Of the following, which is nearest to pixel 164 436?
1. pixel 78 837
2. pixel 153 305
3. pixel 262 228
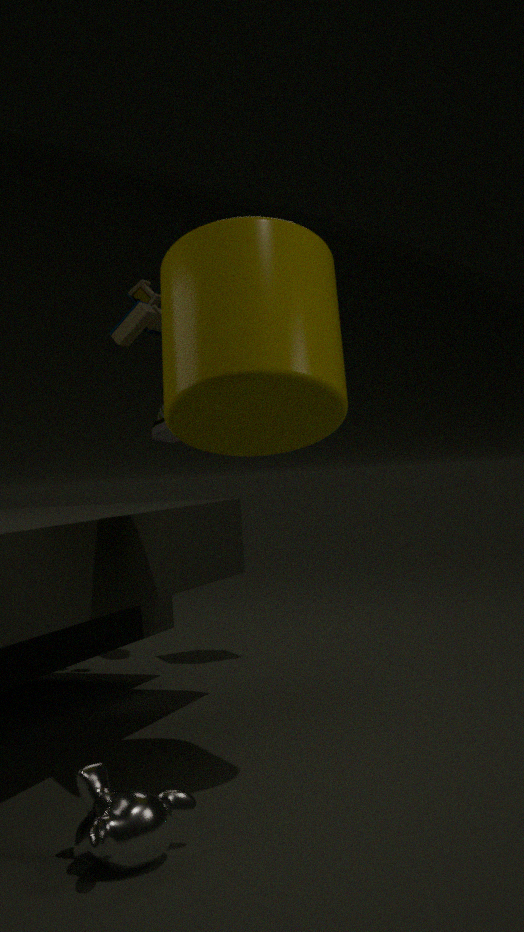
pixel 153 305
